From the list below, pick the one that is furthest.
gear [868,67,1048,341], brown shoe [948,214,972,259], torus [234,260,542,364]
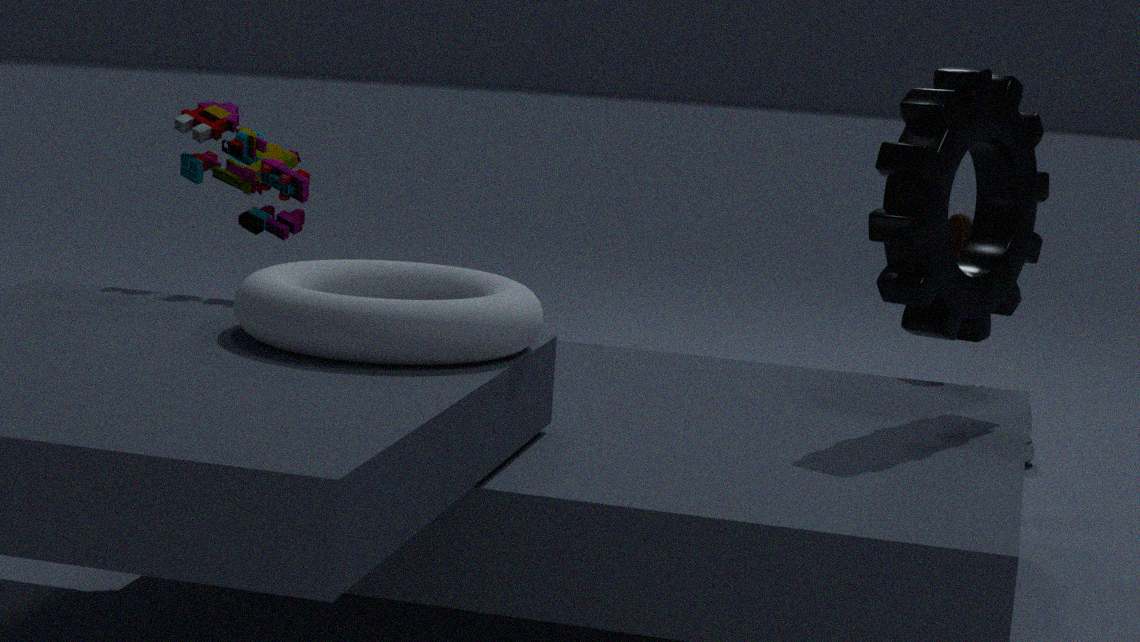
brown shoe [948,214,972,259]
